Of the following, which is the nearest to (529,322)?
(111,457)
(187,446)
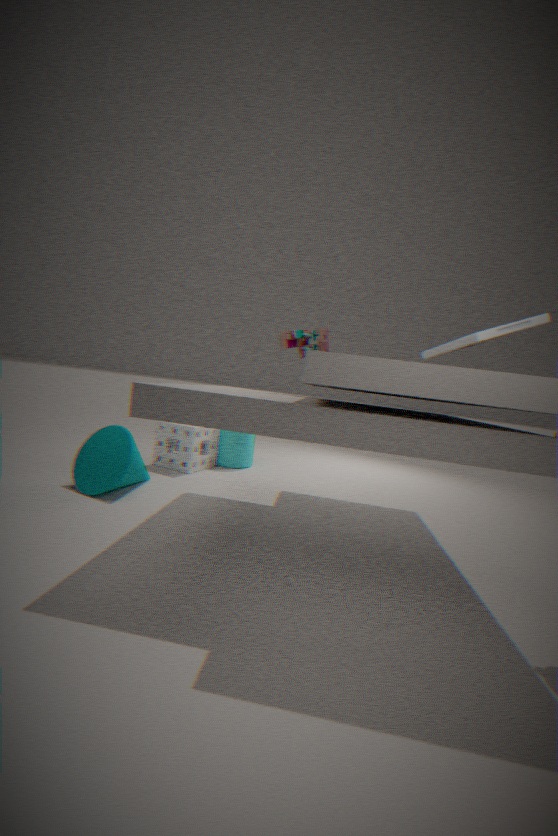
(111,457)
